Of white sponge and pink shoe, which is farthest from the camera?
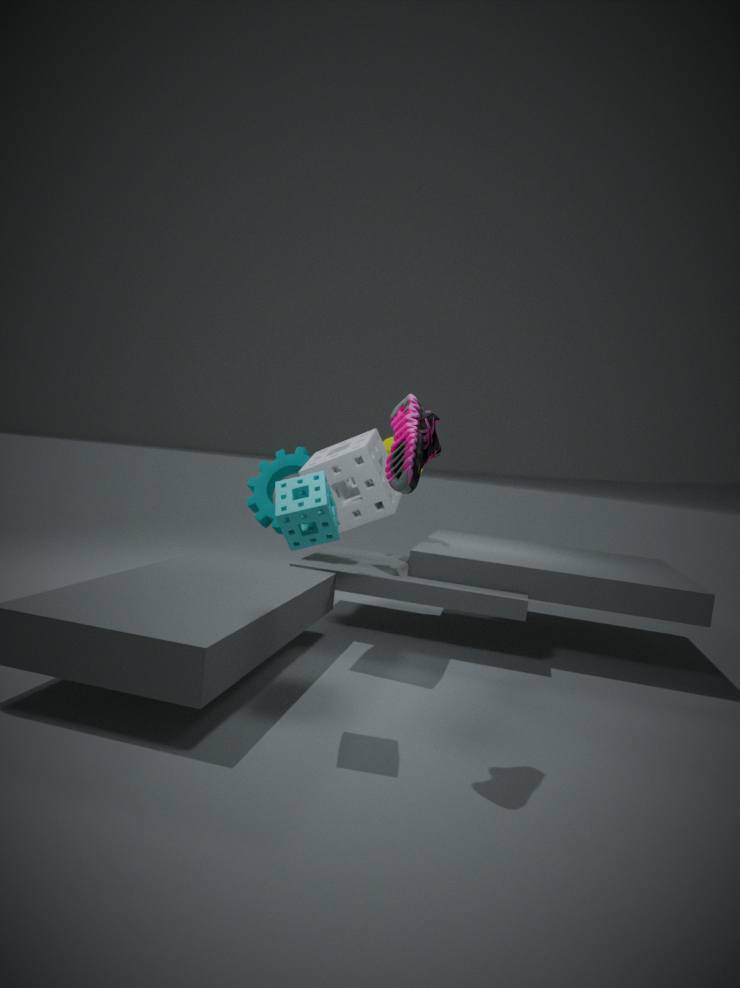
white sponge
